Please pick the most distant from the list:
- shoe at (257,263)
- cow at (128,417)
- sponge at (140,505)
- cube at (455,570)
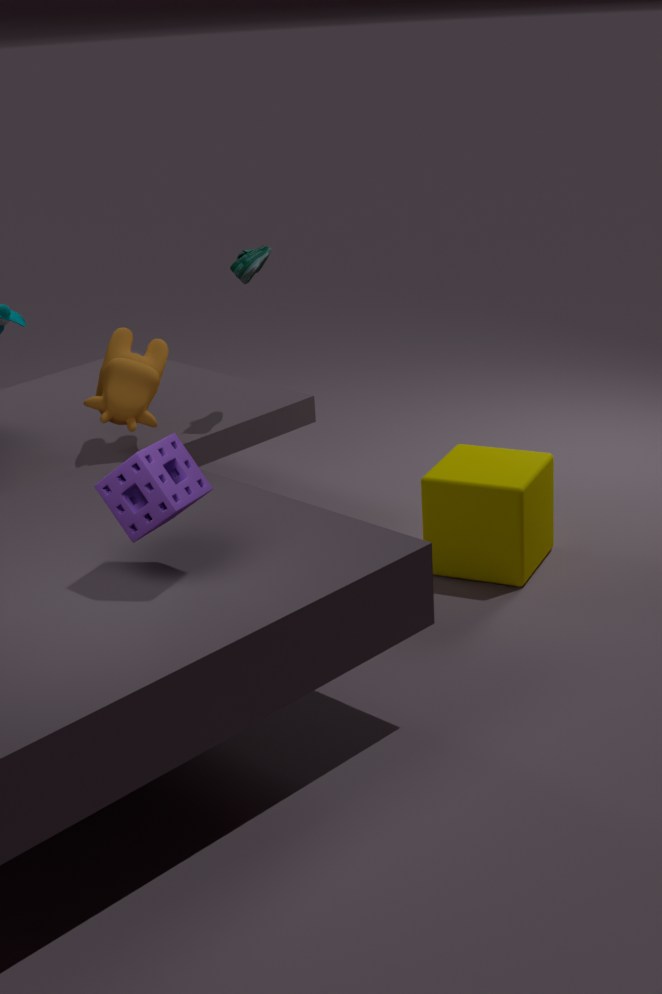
shoe at (257,263)
